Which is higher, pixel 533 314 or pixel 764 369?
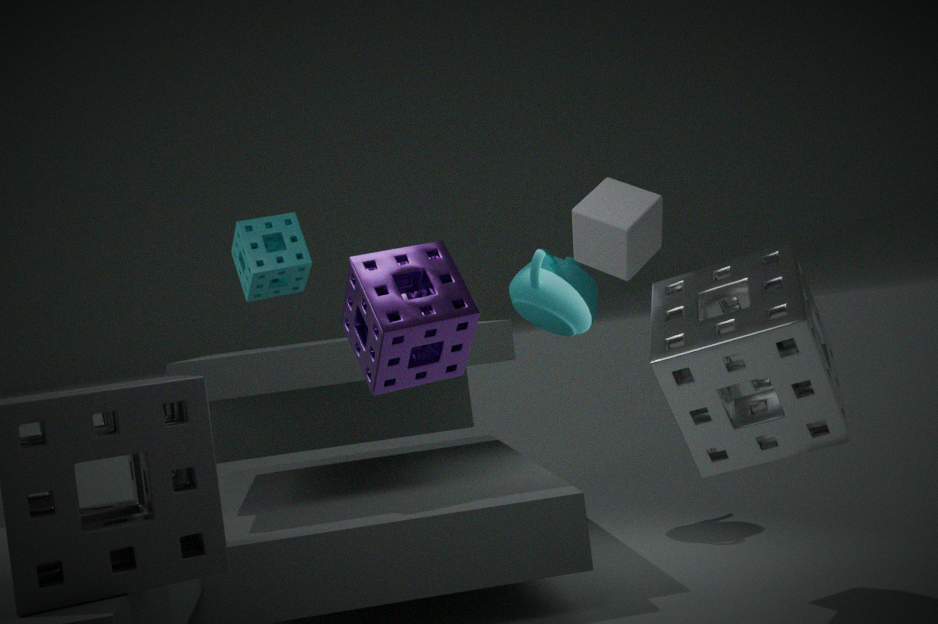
pixel 533 314
